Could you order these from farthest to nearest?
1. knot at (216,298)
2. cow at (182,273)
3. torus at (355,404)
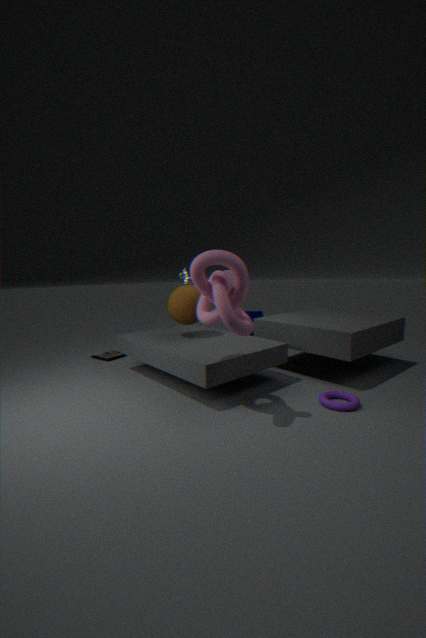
cow at (182,273) < torus at (355,404) < knot at (216,298)
